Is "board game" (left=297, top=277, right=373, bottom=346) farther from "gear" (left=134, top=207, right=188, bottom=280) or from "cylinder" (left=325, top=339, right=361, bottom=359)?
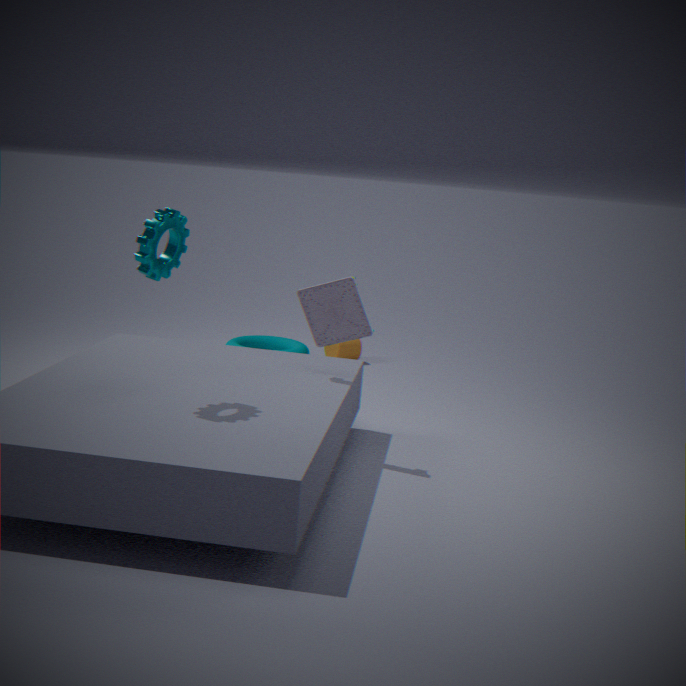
"cylinder" (left=325, top=339, right=361, bottom=359)
